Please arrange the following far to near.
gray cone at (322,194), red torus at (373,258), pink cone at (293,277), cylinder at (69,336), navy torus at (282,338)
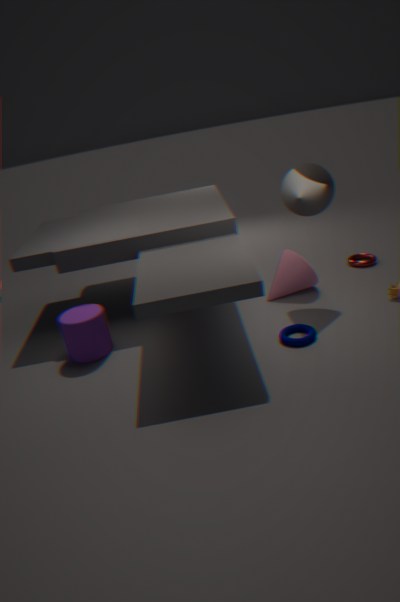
red torus at (373,258) → pink cone at (293,277) → cylinder at (69,336) → gray cone at (322,194) → navy torus at (282,338)
